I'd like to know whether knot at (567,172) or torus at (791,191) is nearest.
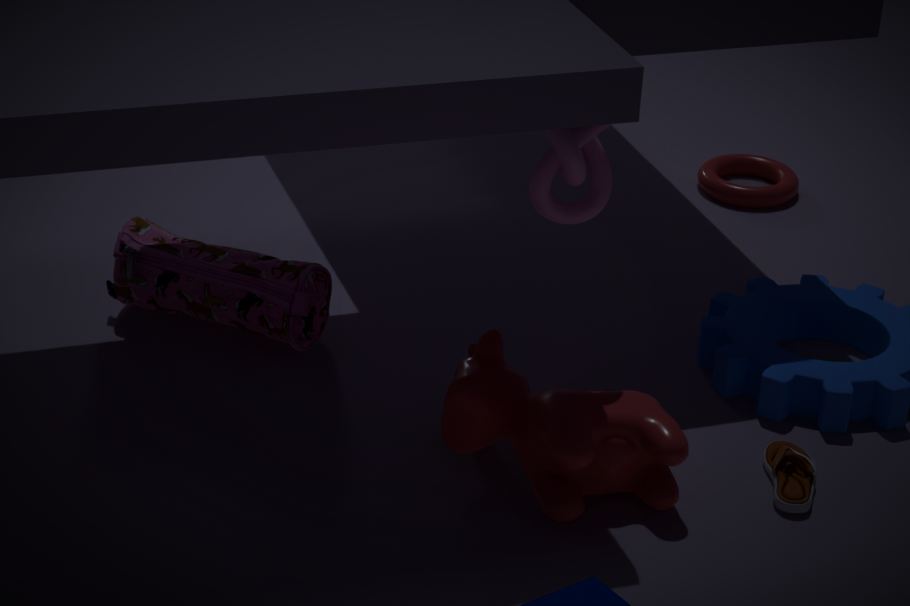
knot at (567,172)
